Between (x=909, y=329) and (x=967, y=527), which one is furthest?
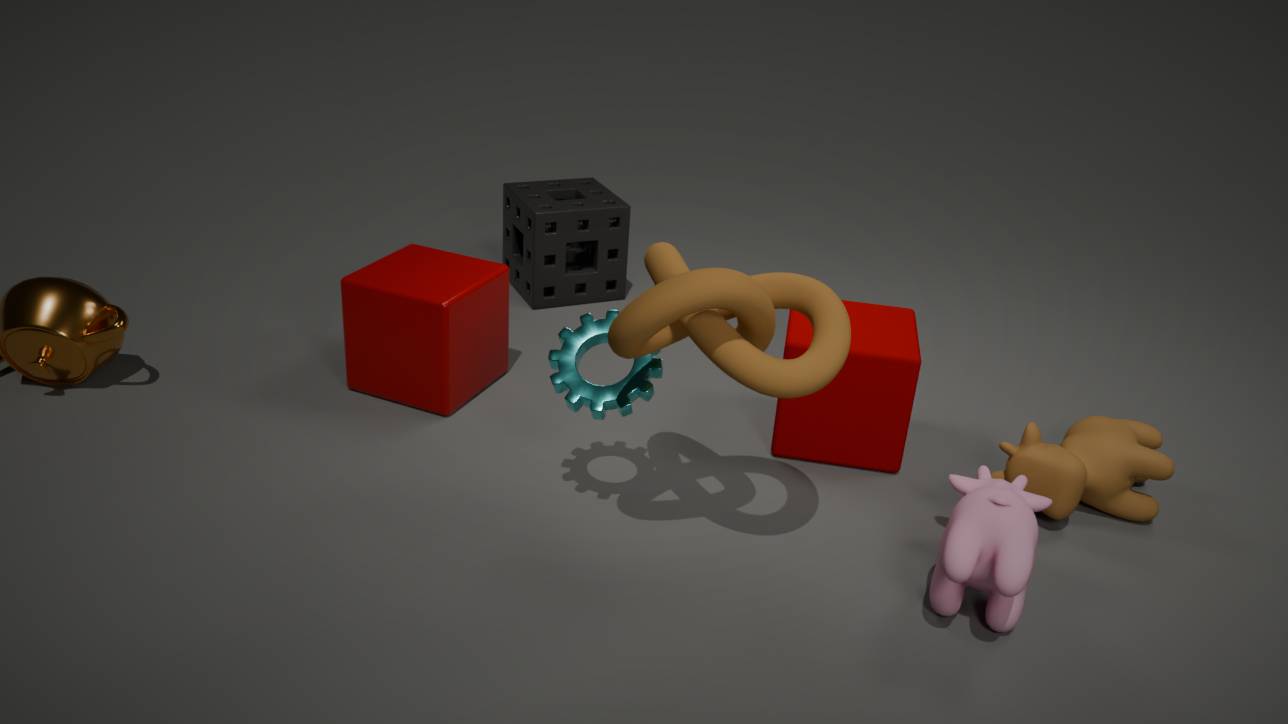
(x=909, y=329)
